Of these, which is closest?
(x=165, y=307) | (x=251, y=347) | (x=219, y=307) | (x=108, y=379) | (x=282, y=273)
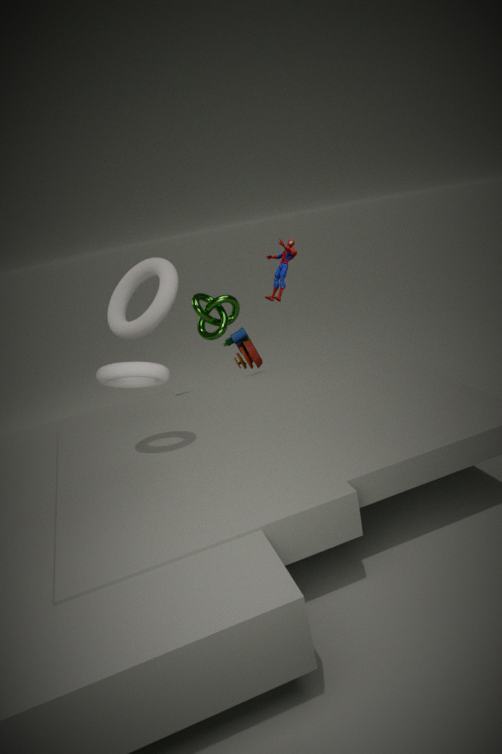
(x=108, y=379)
